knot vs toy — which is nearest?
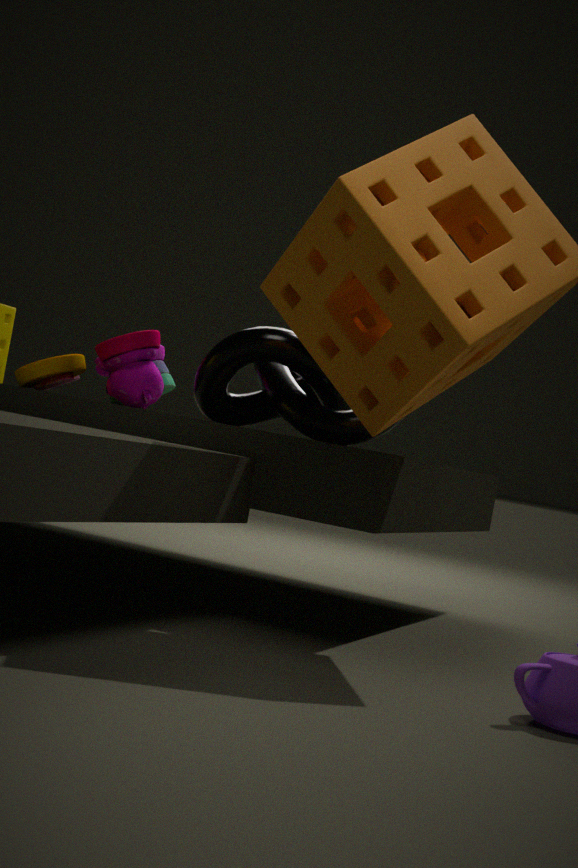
knot
